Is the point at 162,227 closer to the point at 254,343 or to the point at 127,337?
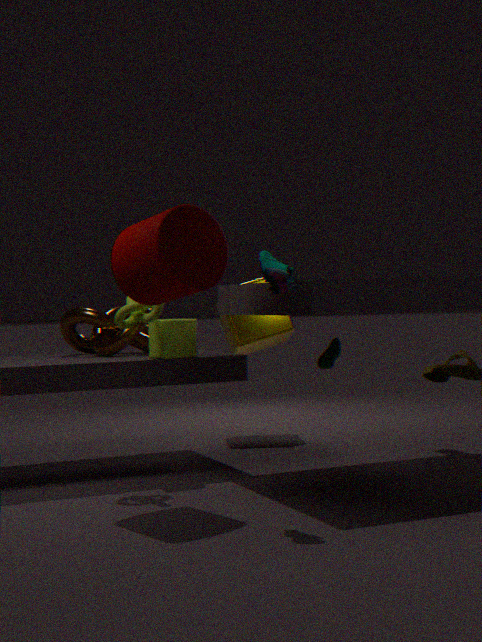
the point at 127,337
